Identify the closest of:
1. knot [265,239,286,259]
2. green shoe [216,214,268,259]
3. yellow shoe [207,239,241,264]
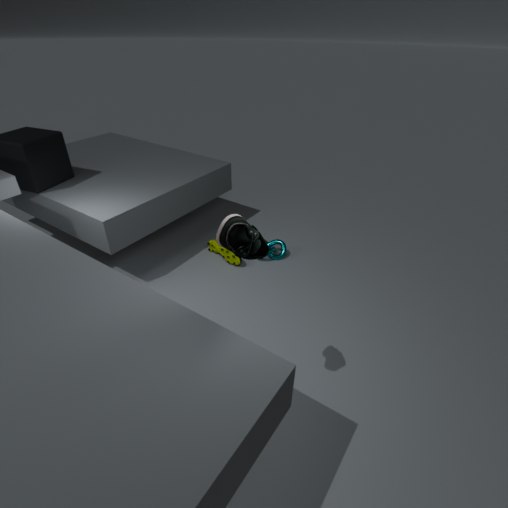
green shoe [216,214,268,259]
